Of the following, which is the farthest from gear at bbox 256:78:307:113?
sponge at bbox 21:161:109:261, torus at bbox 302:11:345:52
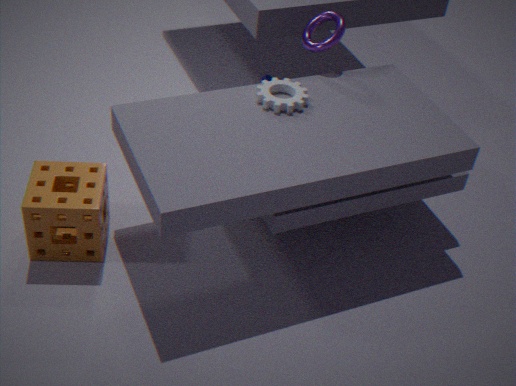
sponge at bbox 21:161:109:261
